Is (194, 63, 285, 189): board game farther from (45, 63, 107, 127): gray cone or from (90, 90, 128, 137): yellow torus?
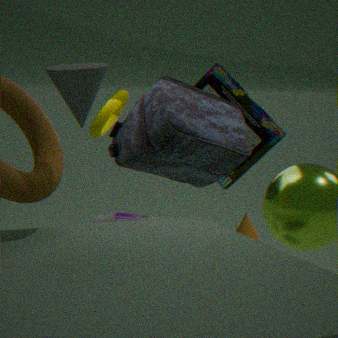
(45, 63, 107, 127): gray cone
